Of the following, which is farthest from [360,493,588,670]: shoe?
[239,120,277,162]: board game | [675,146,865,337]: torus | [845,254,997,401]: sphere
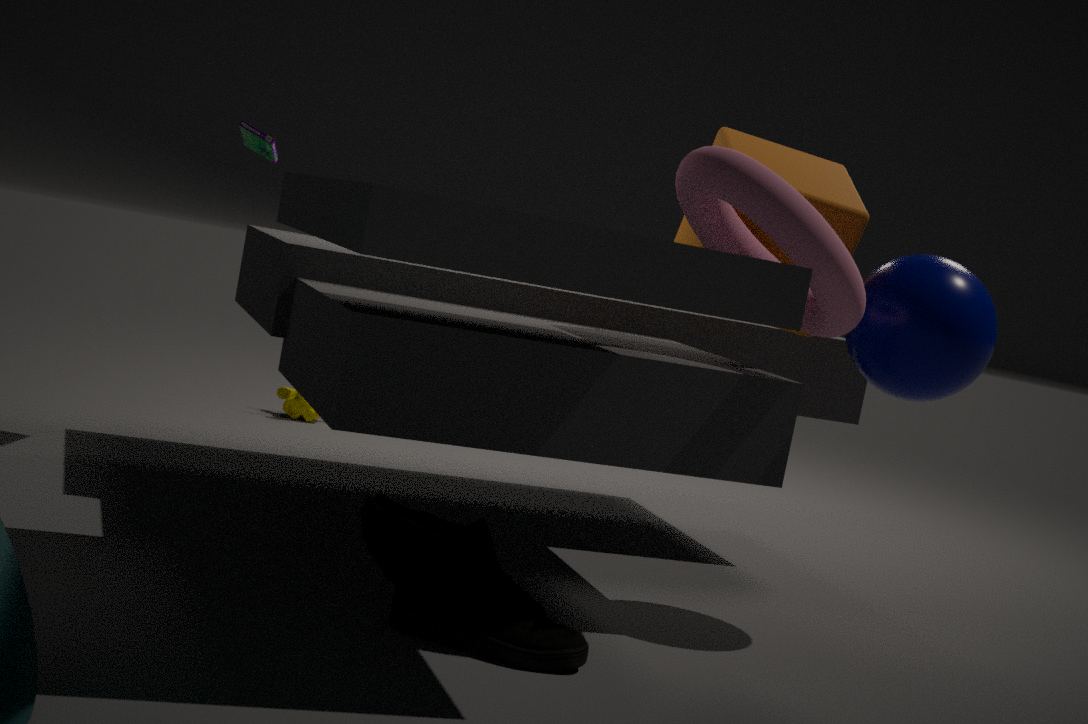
[239,120,277,162]: board game
